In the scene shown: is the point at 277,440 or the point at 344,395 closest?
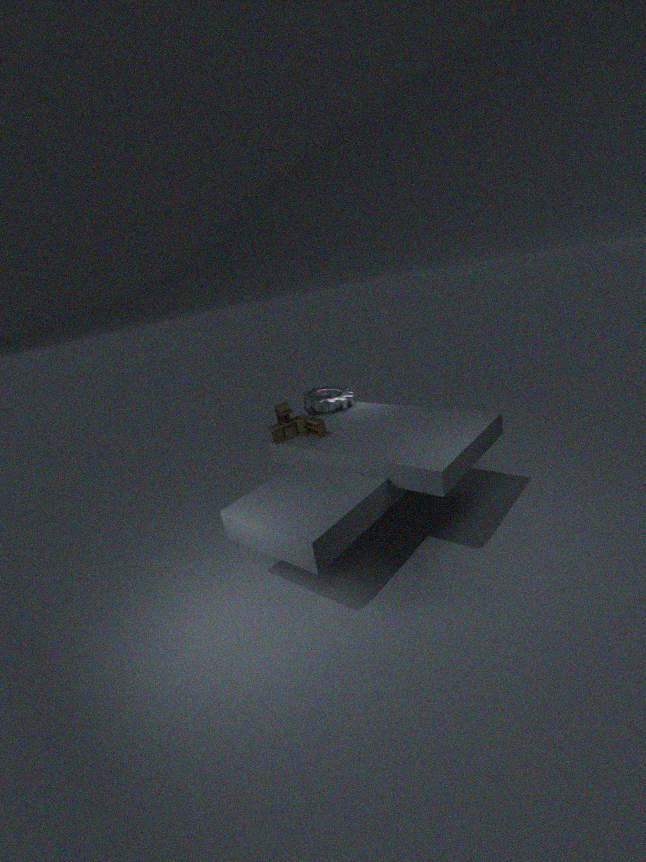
the point at 277,440
